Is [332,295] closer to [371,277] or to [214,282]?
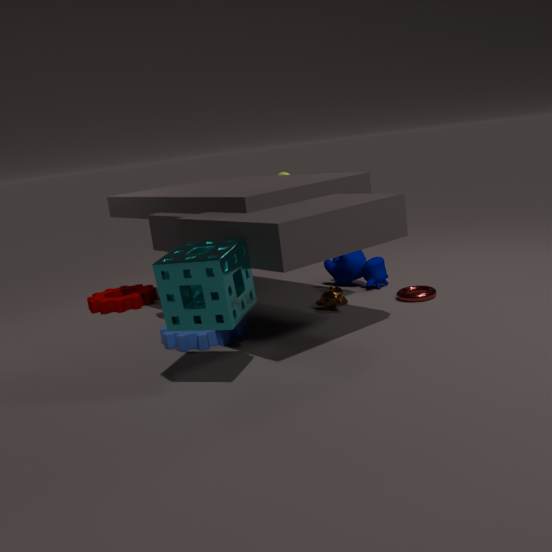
[371,277]
